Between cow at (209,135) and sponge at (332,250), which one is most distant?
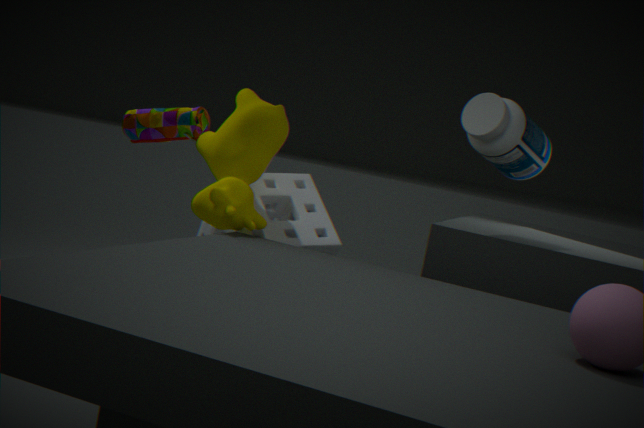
sponge at (332,250)
